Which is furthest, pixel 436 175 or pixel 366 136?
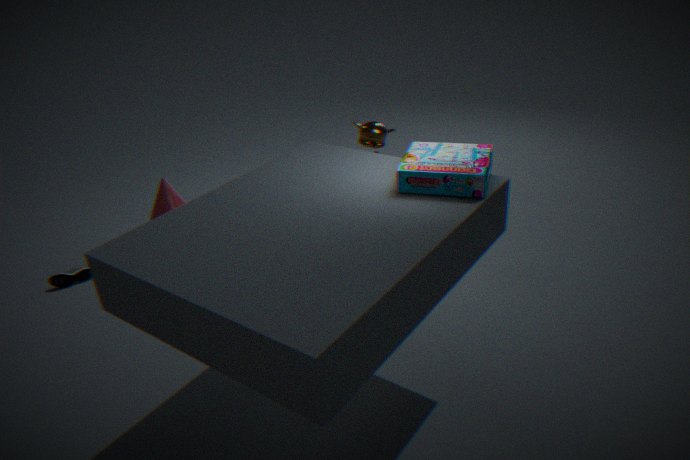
pixel 366 136
